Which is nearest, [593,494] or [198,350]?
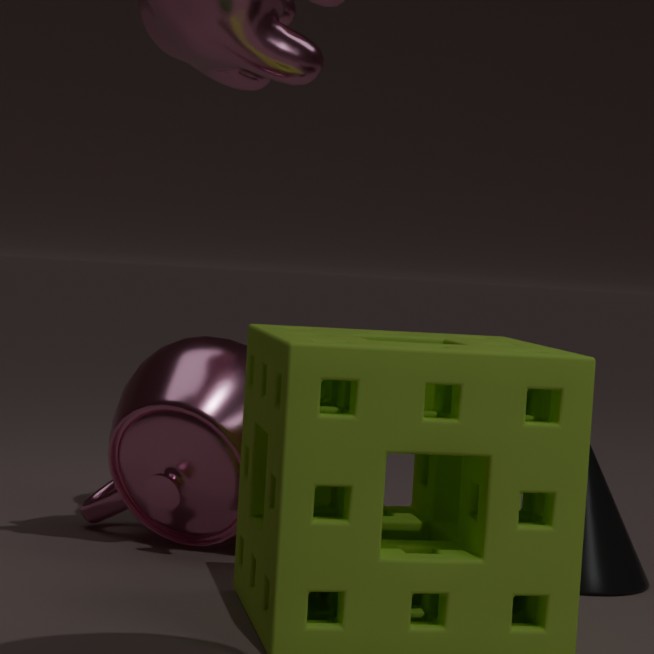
[593,494]
